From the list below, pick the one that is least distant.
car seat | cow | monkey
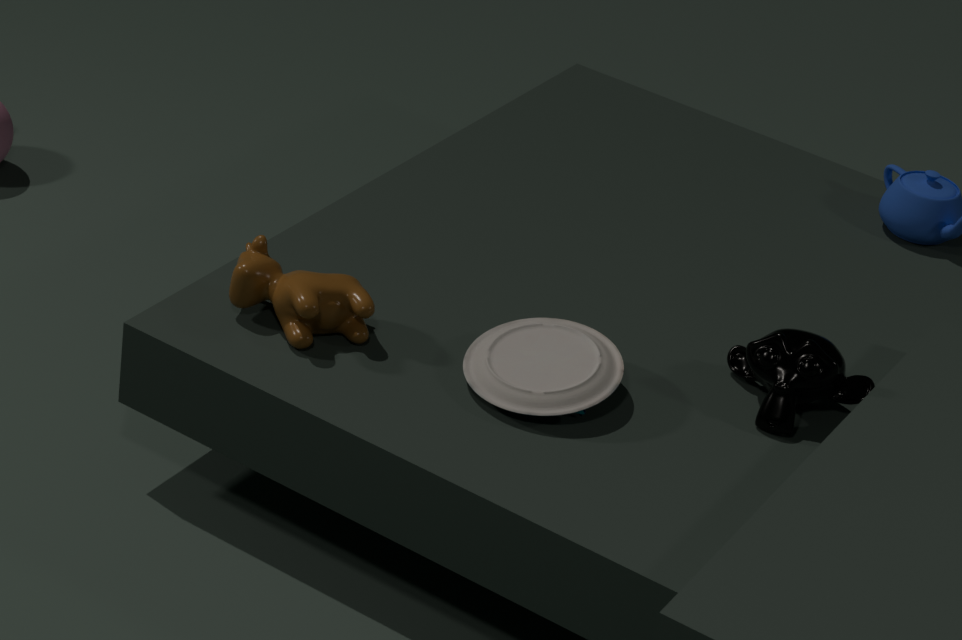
car seat
